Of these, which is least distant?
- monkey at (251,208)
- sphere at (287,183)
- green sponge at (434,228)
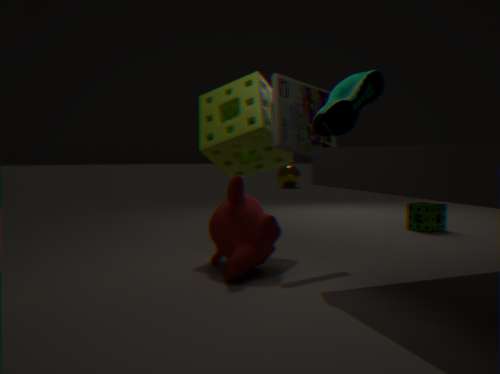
monkey at (251,208)
